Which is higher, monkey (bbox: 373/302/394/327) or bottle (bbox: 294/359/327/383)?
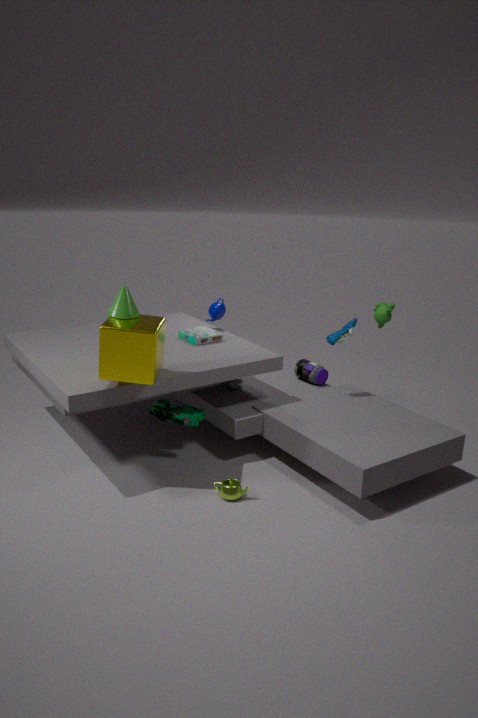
monkey (bbox: 373/302/394/327)
